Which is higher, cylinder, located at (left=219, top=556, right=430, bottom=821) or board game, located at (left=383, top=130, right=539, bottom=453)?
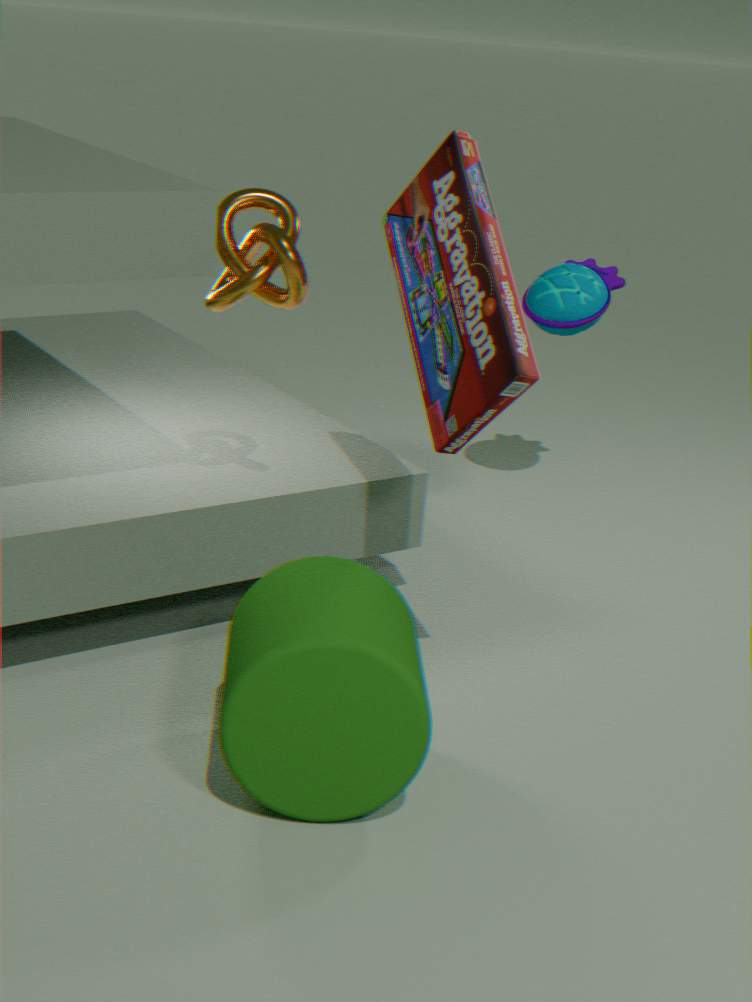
board game, located at (left=383, top=130, right=539, bottom=453)
